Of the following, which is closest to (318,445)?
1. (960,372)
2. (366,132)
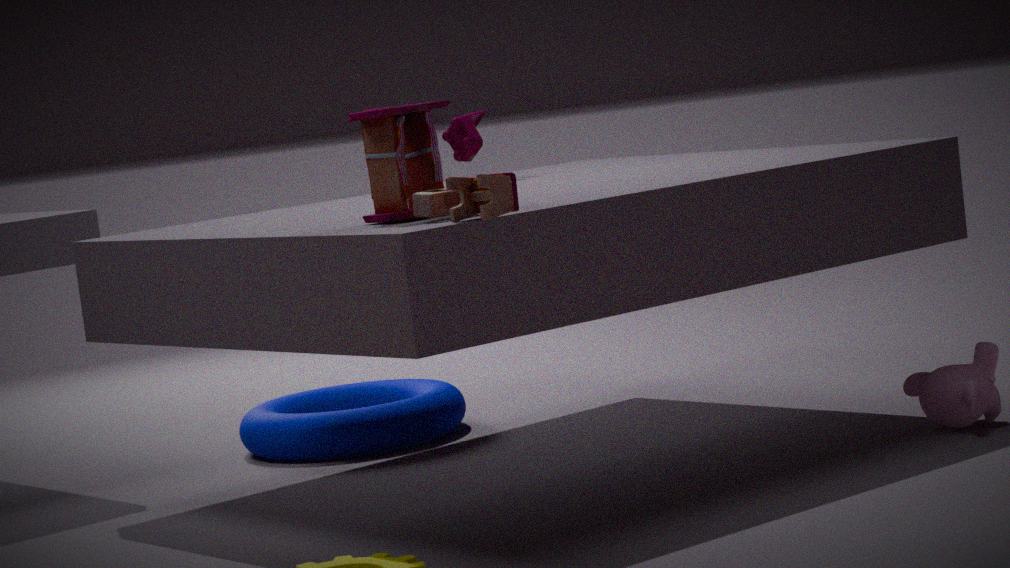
(366,132)
